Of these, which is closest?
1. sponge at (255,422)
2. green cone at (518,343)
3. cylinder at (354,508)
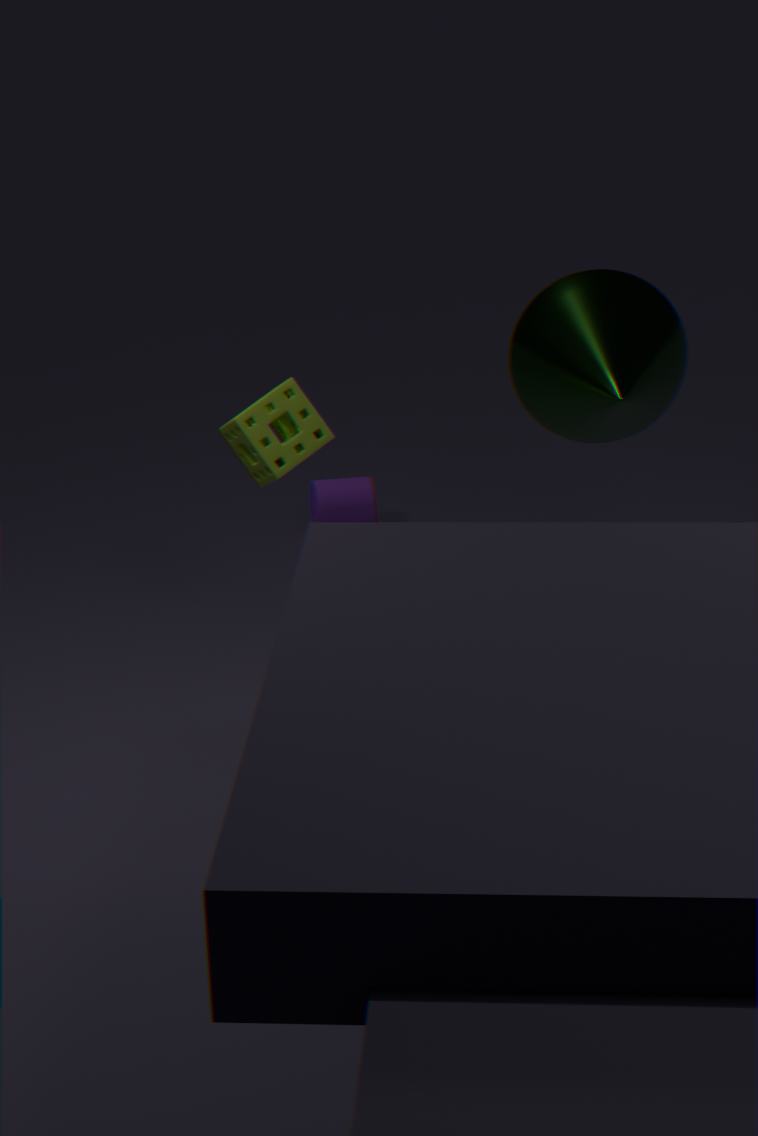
green cone at (518,343)
